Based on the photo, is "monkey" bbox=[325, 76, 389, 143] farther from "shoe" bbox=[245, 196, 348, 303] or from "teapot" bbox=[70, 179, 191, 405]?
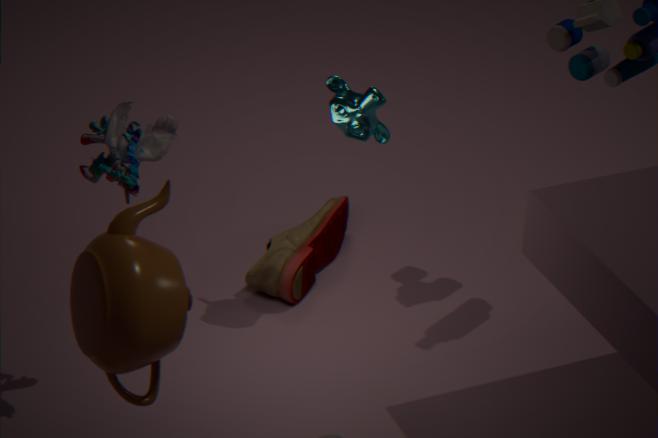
"teapot" bbox=[70, 179, 191, 405]
